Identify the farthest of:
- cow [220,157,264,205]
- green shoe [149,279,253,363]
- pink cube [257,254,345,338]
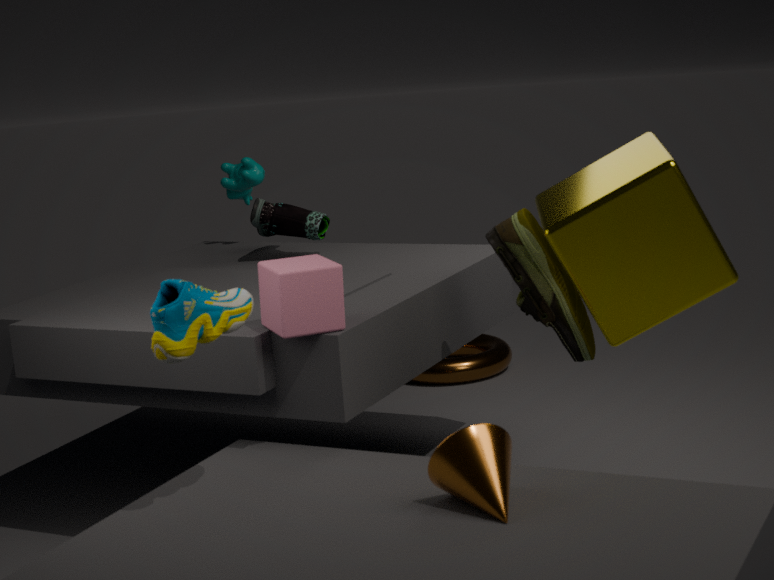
cow [220,157,264,205]
